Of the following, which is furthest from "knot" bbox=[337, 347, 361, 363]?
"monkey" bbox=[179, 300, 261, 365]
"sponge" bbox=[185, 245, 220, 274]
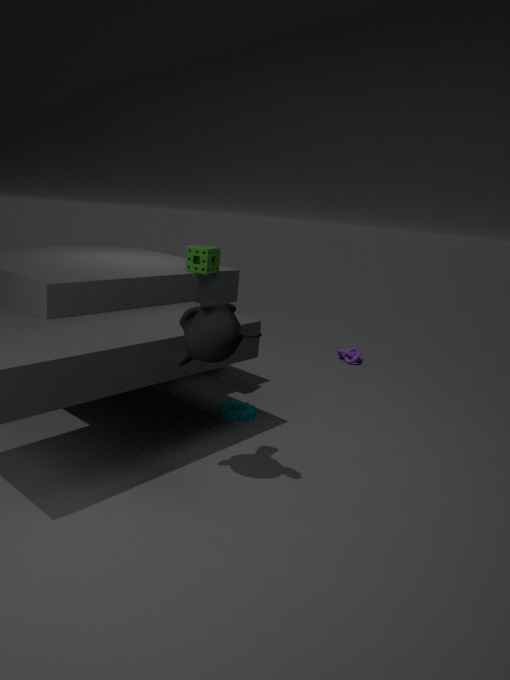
"monkey" bbox=[179, 300, 261, 365]
